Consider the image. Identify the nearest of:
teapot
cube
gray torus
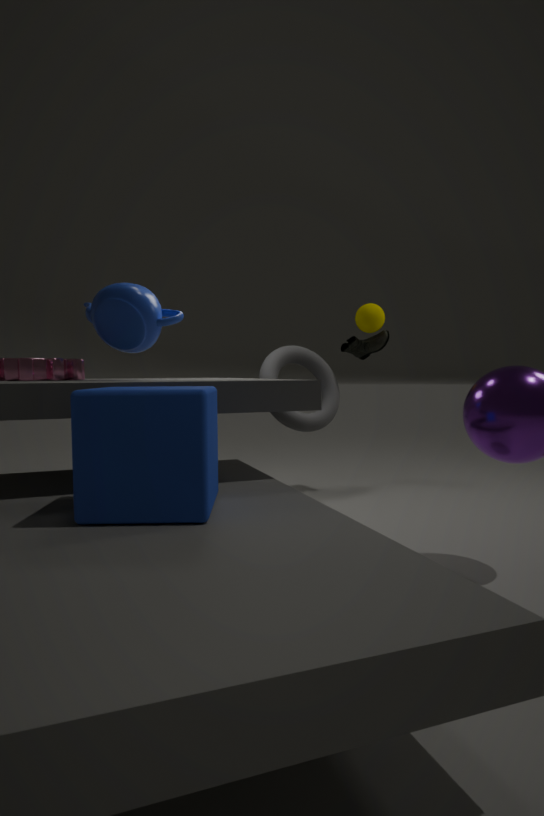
cube
